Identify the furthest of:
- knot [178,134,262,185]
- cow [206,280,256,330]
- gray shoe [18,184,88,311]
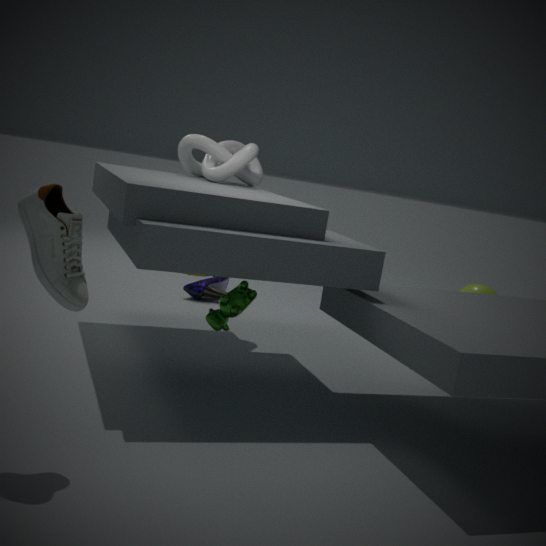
knot [178,134,262,185]
